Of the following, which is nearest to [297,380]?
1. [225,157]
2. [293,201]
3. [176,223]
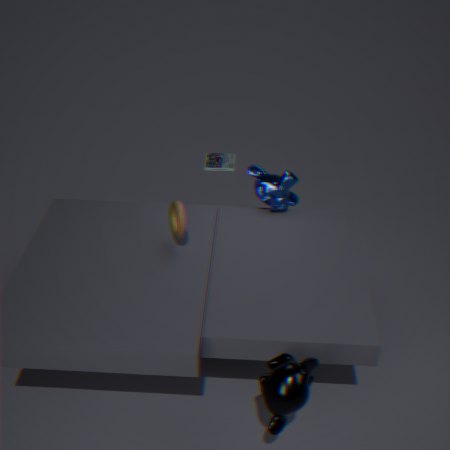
[176,223]
